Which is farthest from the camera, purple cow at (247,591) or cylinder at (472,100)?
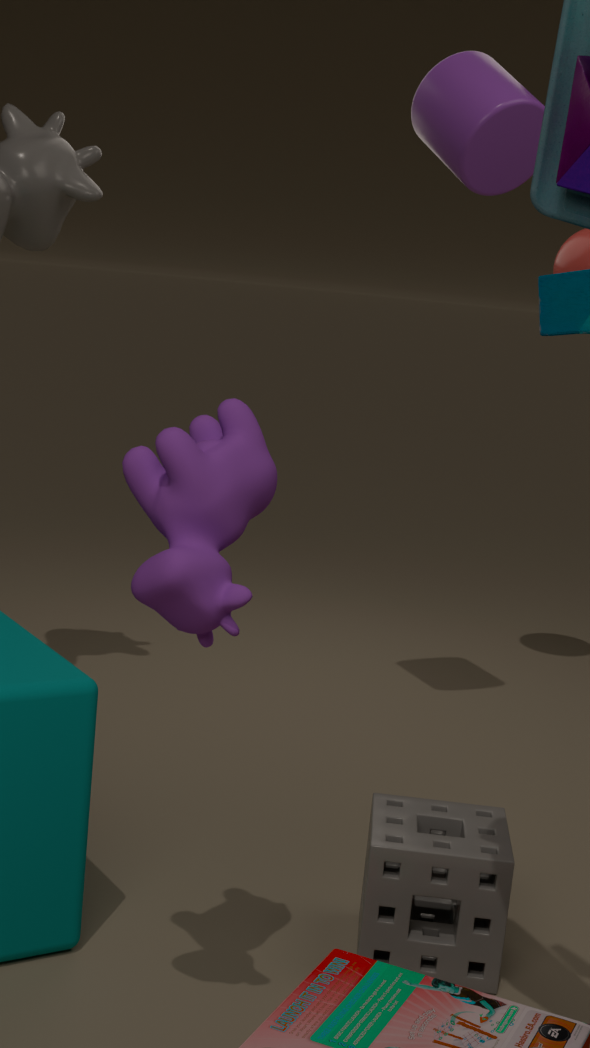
cylinder at (472,100)
